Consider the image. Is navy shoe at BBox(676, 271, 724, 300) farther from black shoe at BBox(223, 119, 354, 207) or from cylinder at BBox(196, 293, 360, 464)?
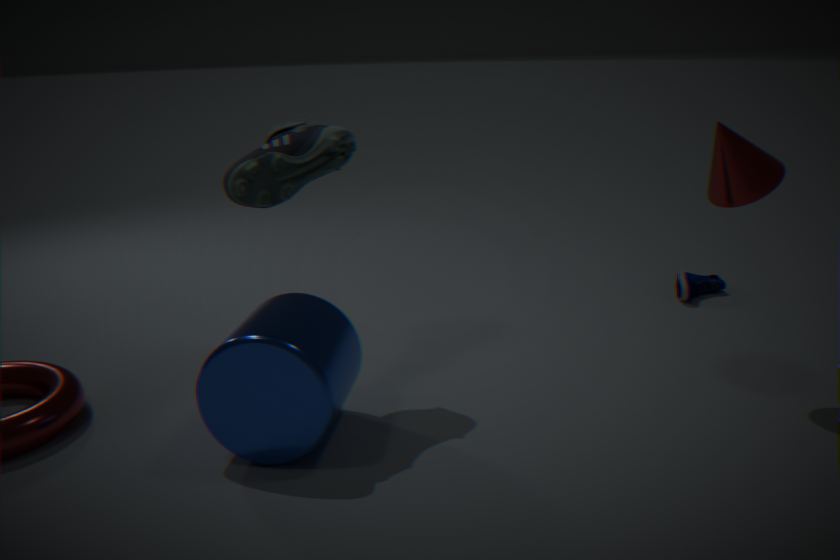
black shoe at BBox(223, 119, 354, 207)
